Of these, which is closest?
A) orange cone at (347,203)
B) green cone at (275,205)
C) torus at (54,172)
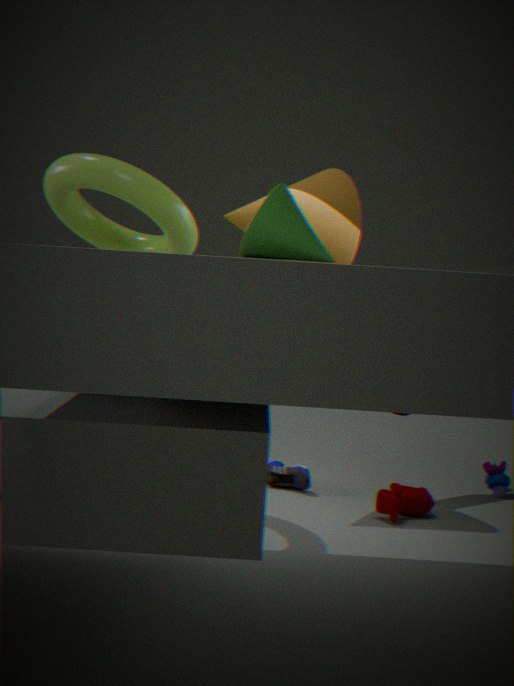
green cone at (275,205)
